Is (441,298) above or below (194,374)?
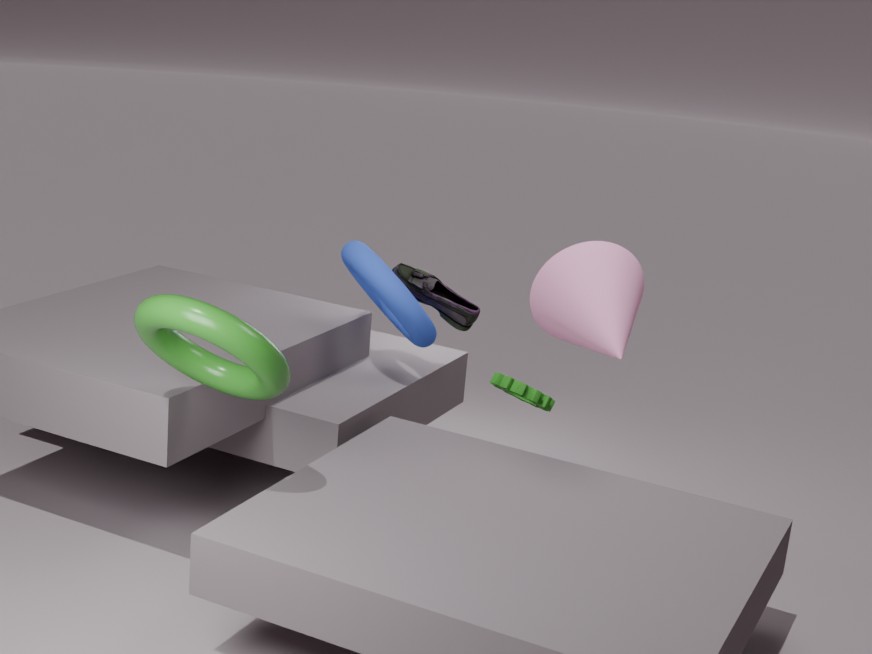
below
